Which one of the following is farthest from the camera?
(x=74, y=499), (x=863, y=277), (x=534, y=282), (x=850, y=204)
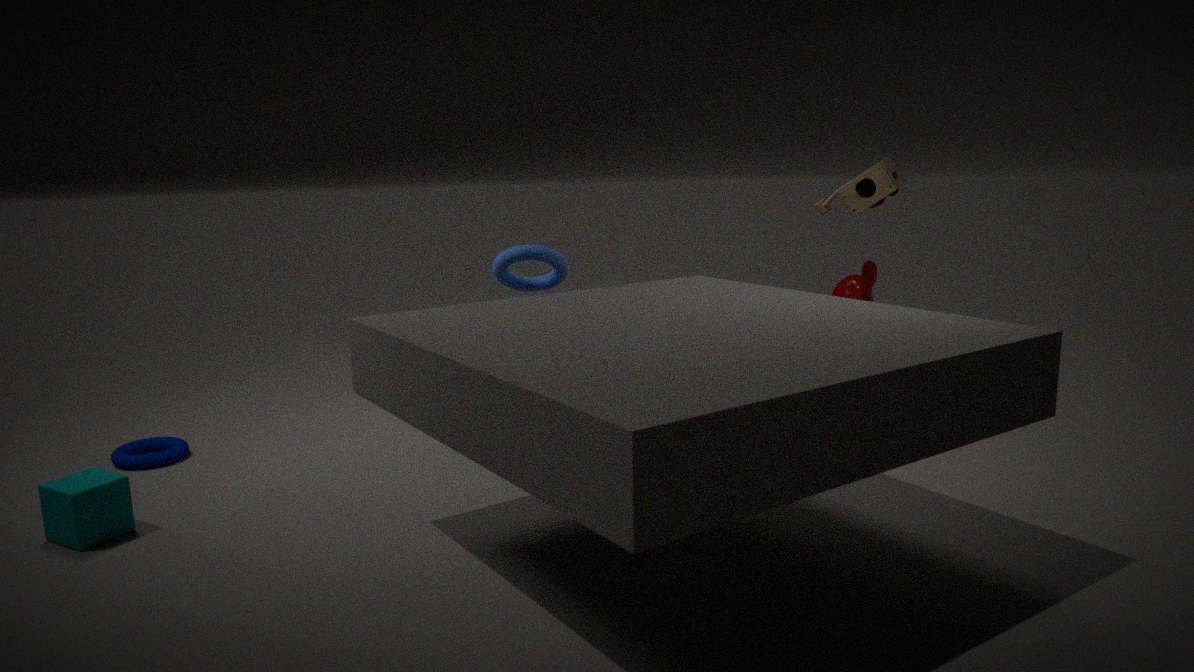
(x=863, y=277)
